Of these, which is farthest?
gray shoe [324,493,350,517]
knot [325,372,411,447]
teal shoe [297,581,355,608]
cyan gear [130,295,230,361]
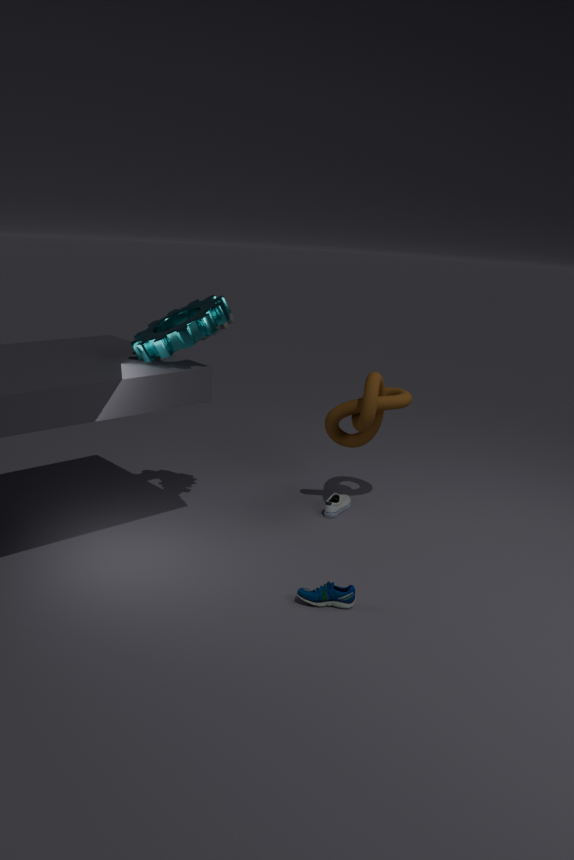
gray shoe [324,493,350,517]
